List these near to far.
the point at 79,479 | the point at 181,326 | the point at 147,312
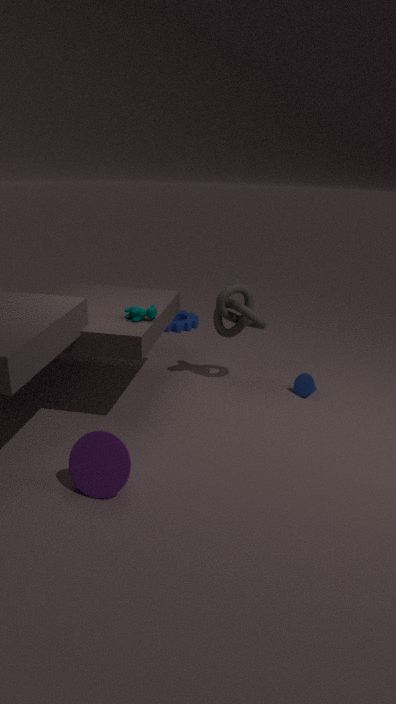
the point at 79,479 → the point at 147,312 → the point at 181,326
